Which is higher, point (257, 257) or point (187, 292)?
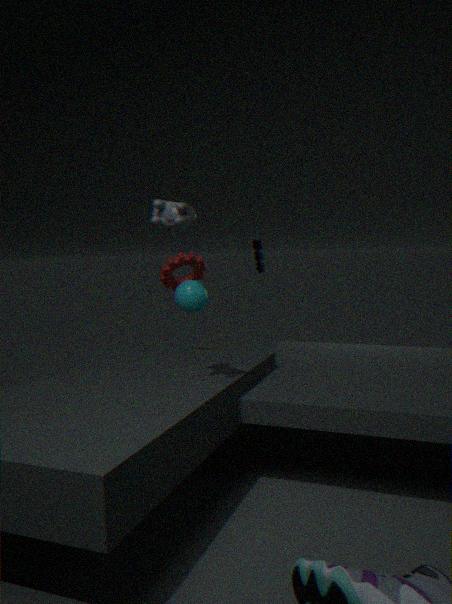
point (257, 257)
